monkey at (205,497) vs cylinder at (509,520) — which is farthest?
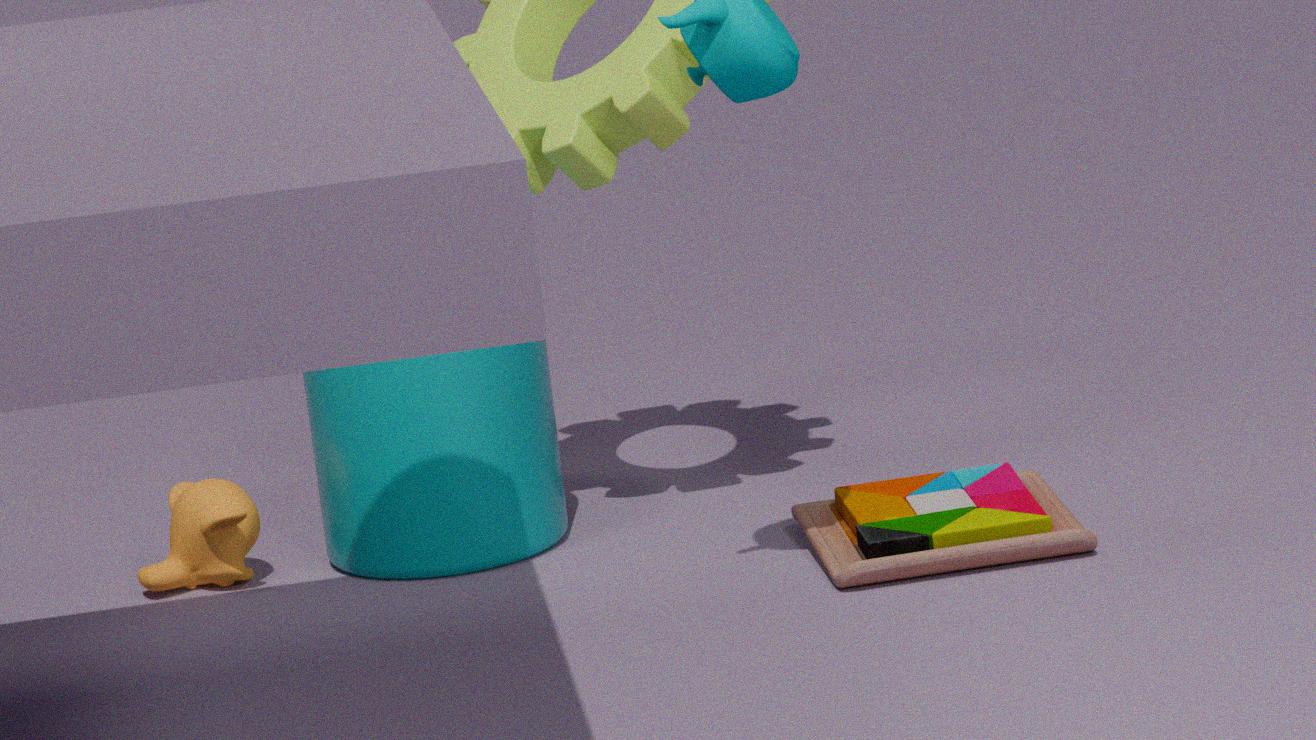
monkey at (205,497)
